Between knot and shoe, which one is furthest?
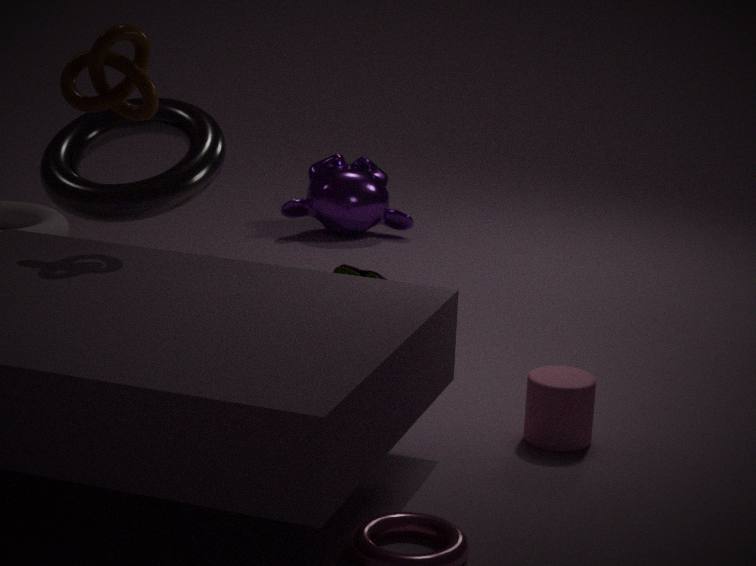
shoe
